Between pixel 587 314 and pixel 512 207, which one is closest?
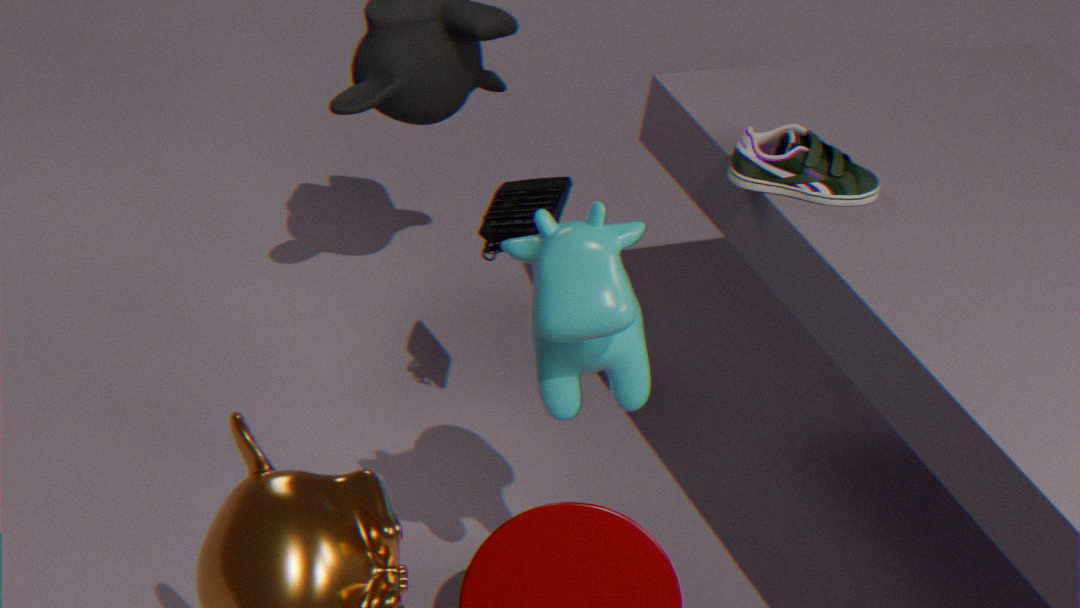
pixel 587 314
